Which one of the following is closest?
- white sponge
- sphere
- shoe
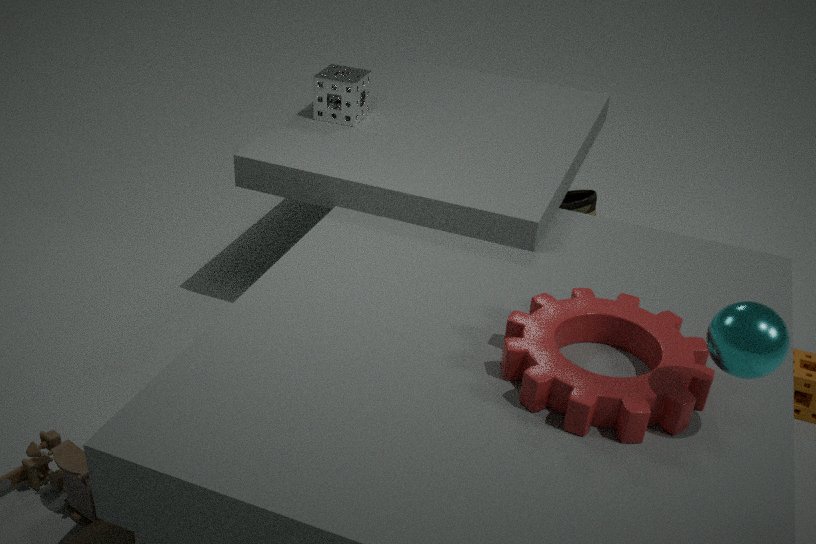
sphere
